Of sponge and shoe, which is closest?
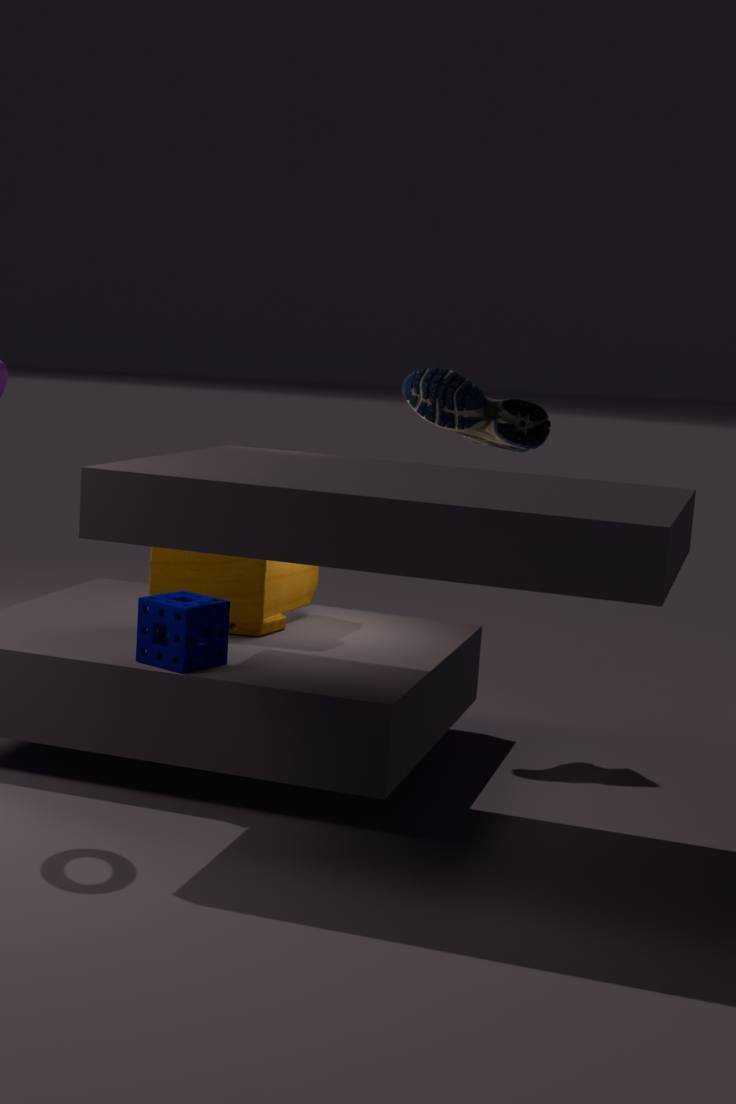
sponge
